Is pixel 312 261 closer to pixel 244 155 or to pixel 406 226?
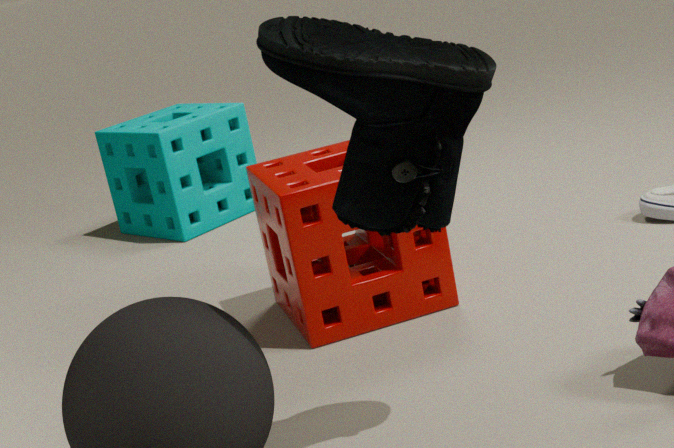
pixel 406 226
